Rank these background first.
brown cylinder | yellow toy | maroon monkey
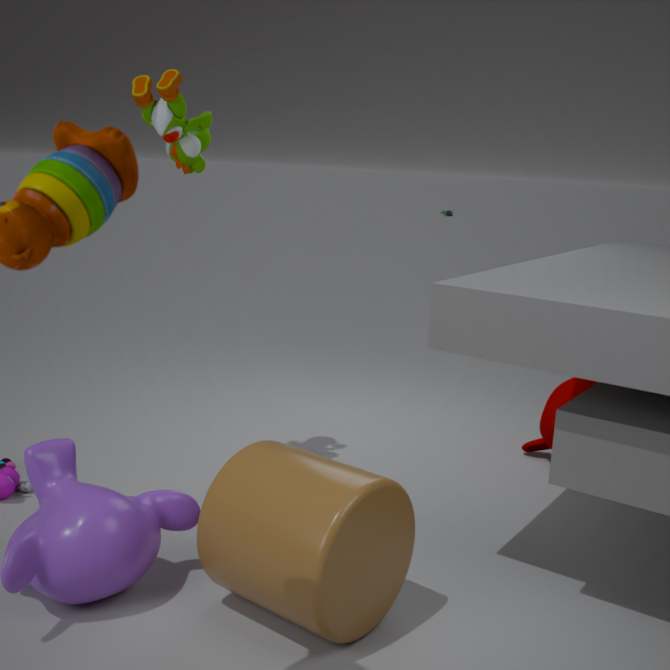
maroon monkey, yellow toy, brown cylinder
